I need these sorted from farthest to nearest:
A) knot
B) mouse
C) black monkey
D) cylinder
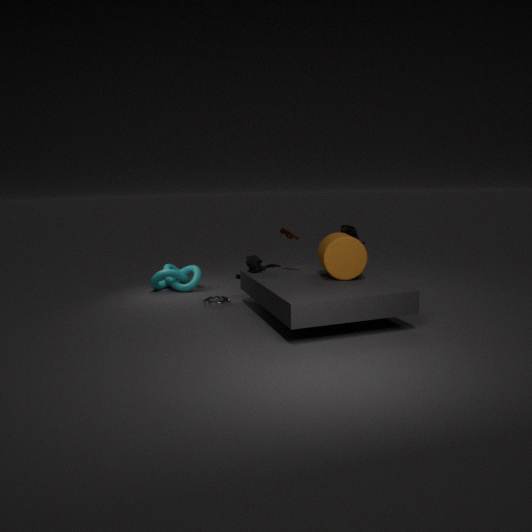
knot
mouse
black monkey
cylinder
